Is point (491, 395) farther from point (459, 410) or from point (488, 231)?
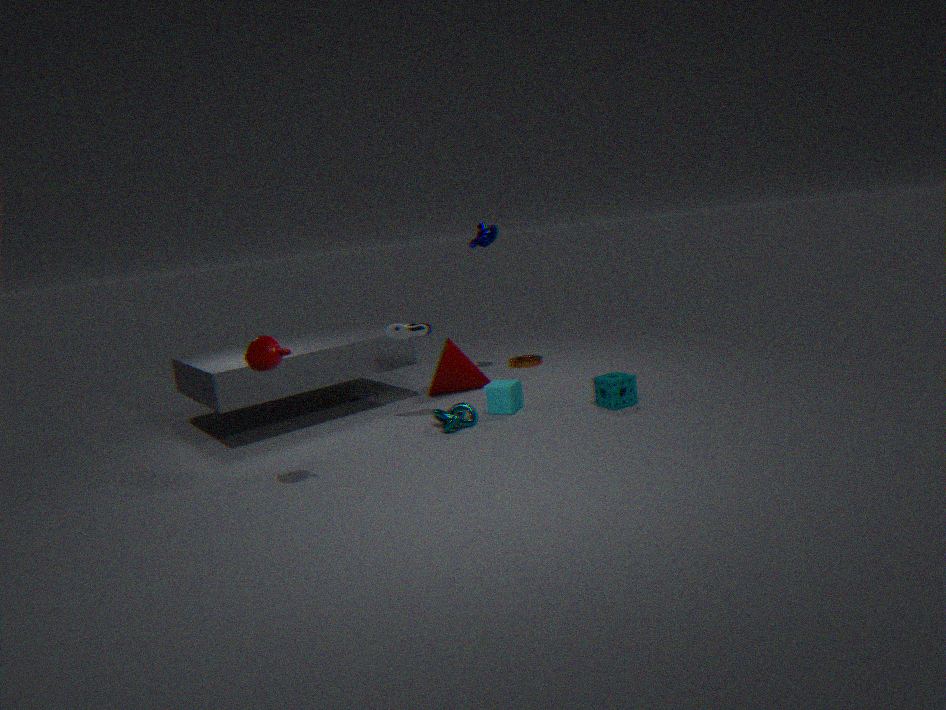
point (488, 231)
